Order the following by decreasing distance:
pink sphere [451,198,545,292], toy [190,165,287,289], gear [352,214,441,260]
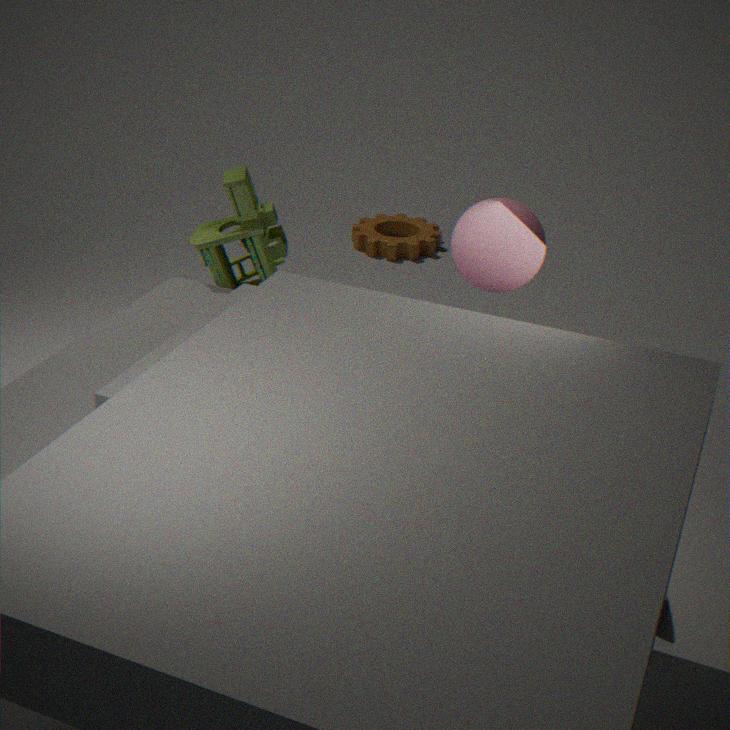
gear [352,214,441,260] → toy [190,165,287,289] → pink sphere [451,198,545,292]
